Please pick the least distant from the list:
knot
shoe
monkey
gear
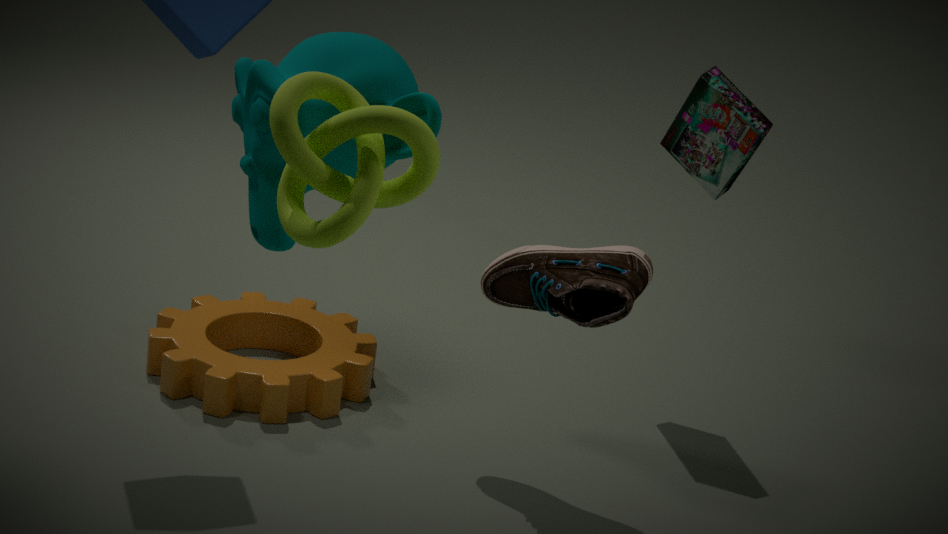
knot
